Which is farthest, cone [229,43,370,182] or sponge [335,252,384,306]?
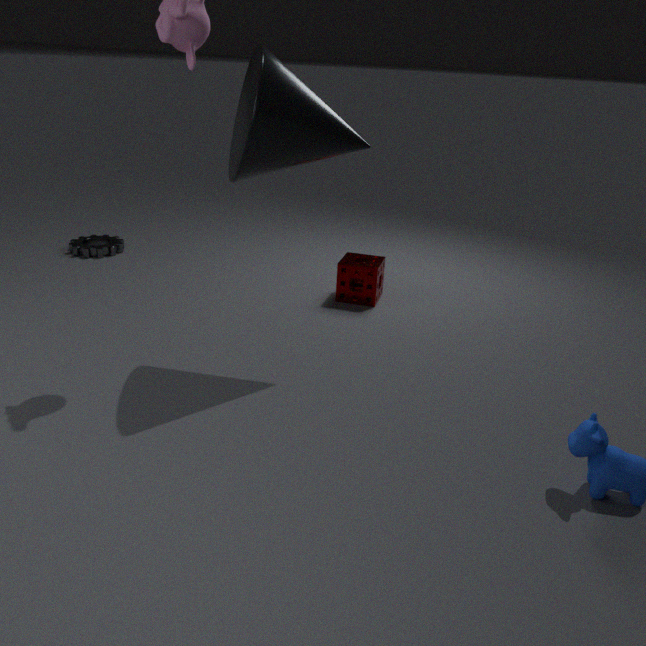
sponge [335,252,384,306]
